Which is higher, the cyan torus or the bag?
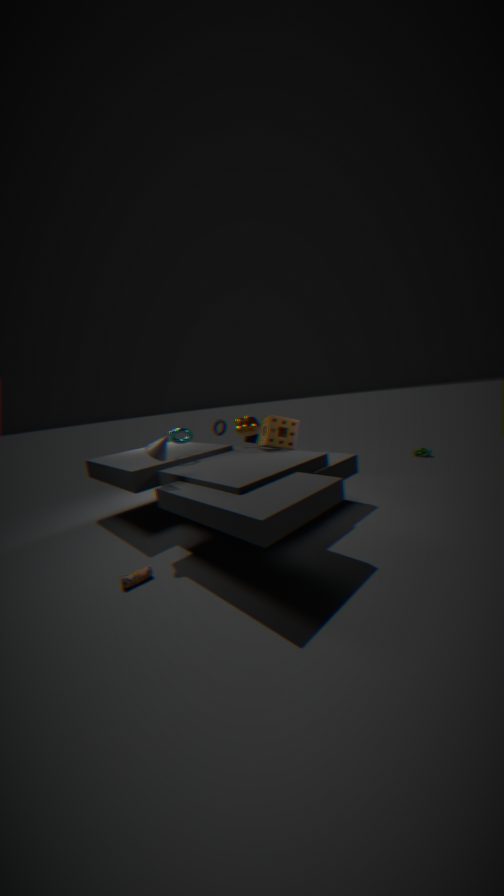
the cyan torus
